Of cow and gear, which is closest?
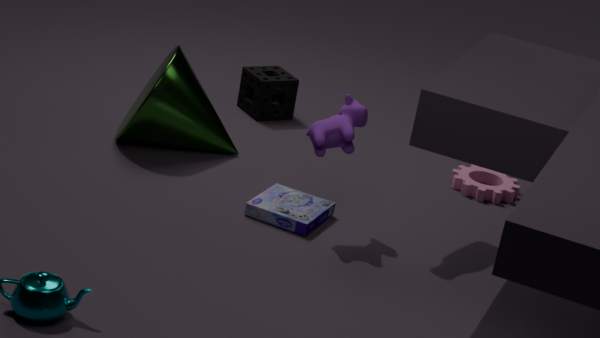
cow
